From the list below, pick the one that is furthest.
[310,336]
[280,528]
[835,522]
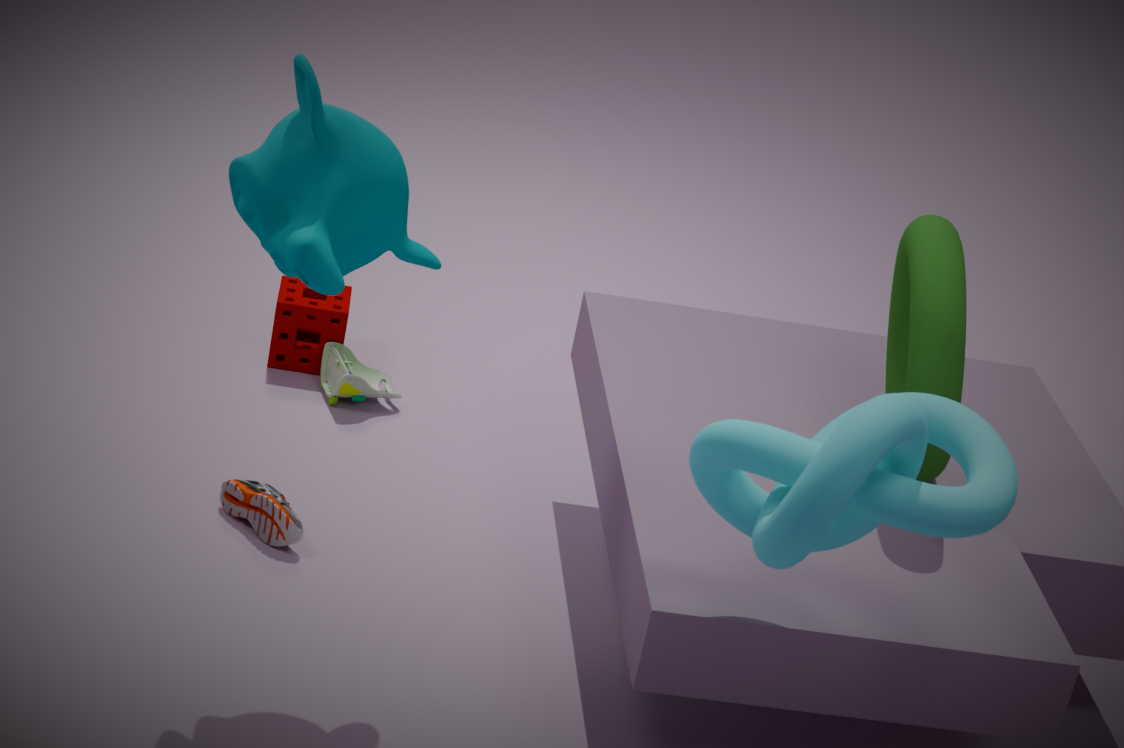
[310,336]
